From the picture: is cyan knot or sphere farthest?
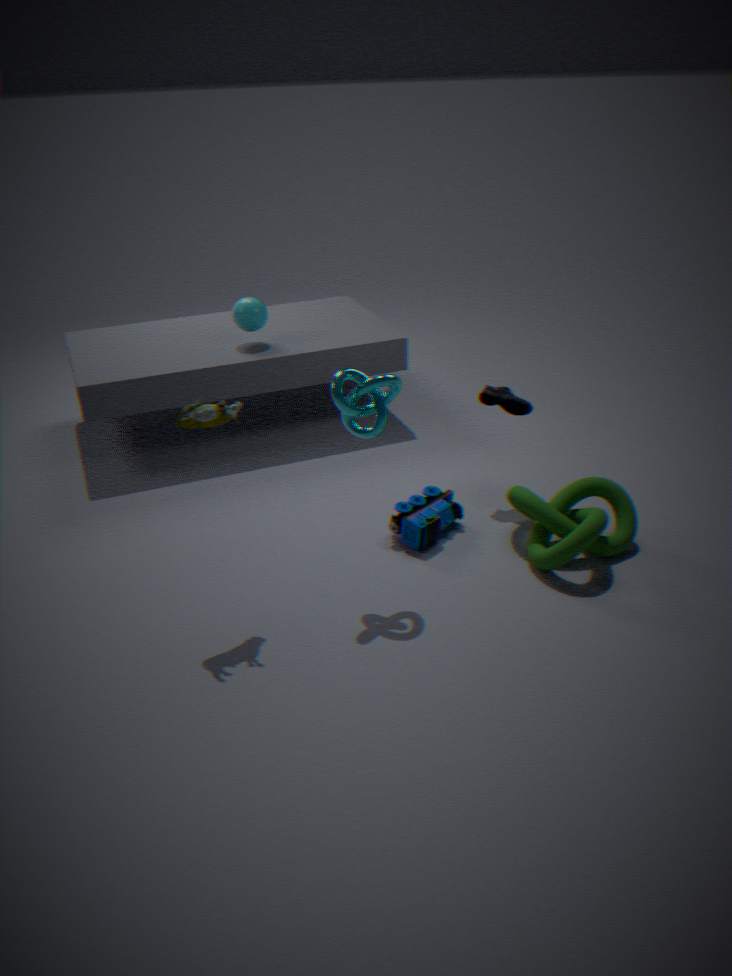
sphere
